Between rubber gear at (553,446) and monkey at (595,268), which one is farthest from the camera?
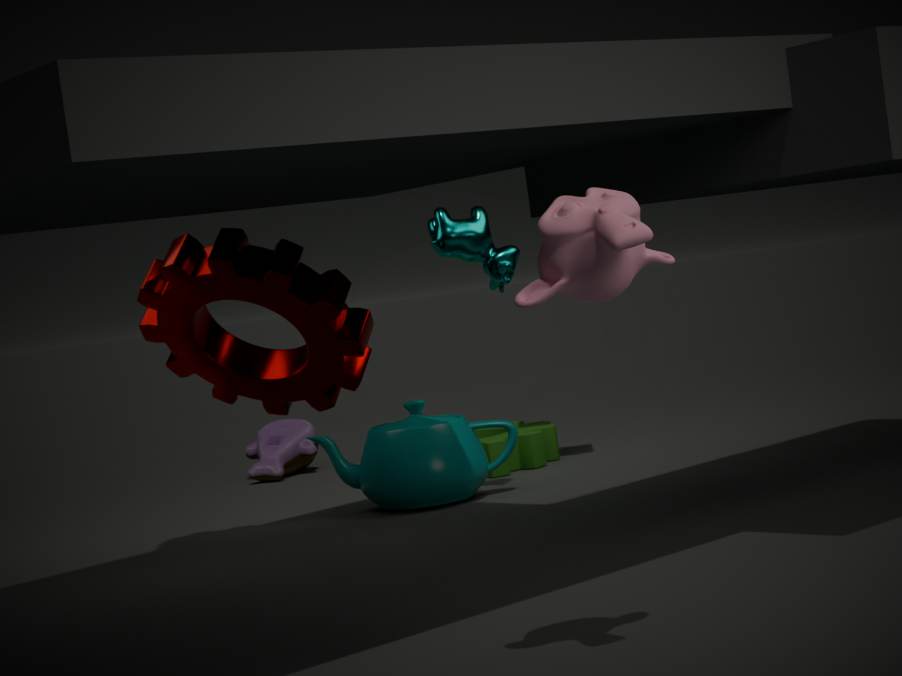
rubber gear at (553,446)
